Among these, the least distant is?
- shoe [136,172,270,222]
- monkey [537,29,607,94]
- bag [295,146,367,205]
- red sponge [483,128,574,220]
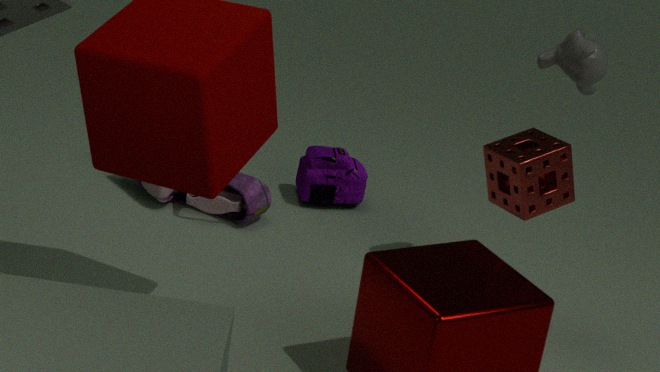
red sponge [483,128,574,220]
